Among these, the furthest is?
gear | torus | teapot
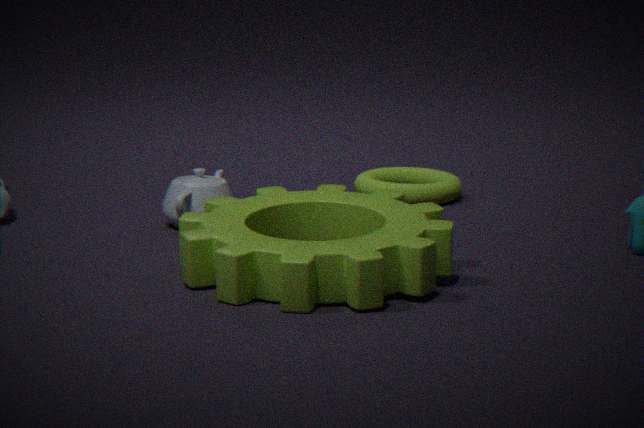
torus
